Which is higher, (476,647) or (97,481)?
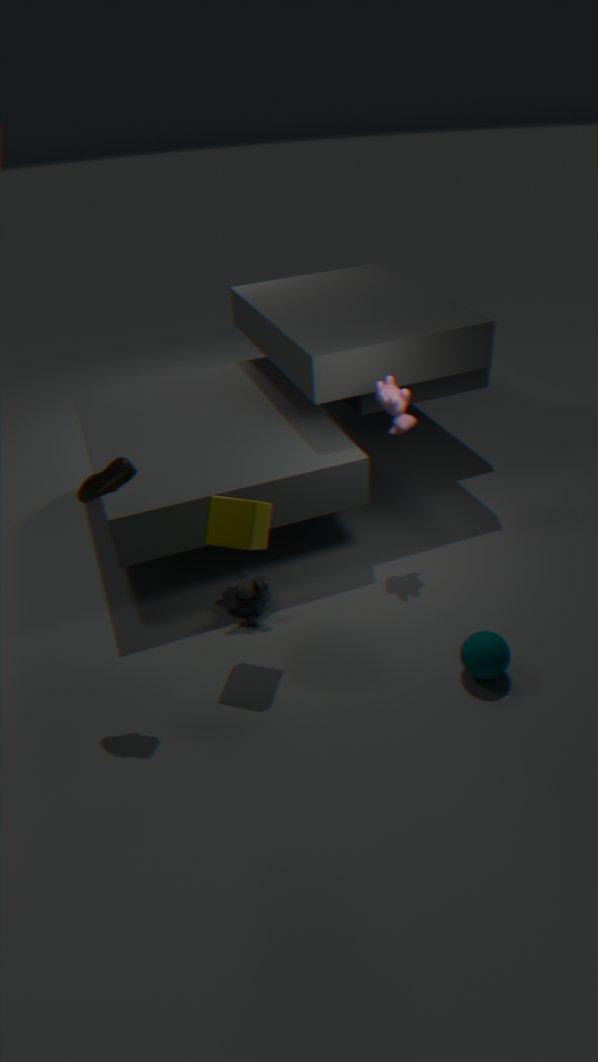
(97,481)
